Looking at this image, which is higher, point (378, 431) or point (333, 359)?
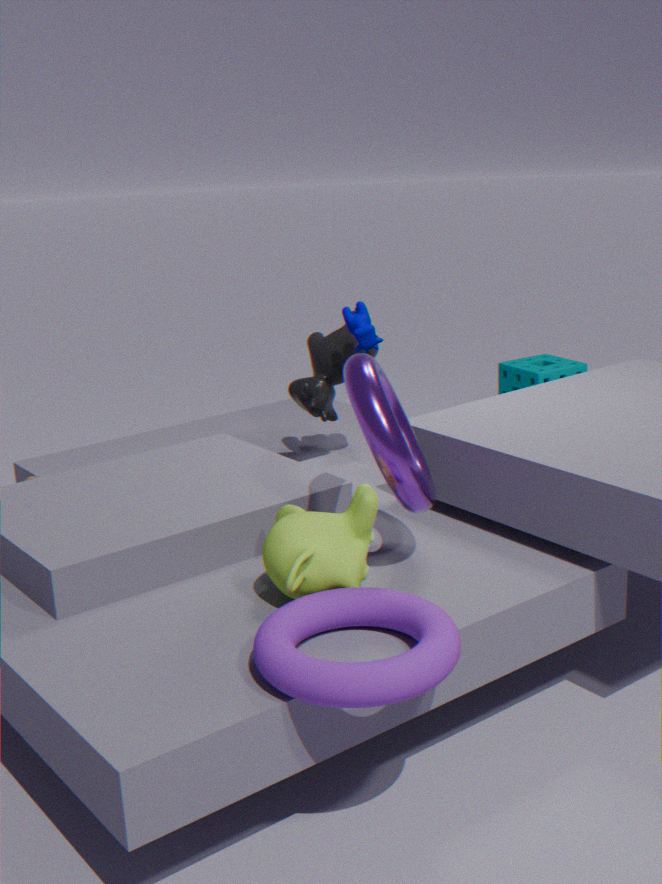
point (378, 431)
